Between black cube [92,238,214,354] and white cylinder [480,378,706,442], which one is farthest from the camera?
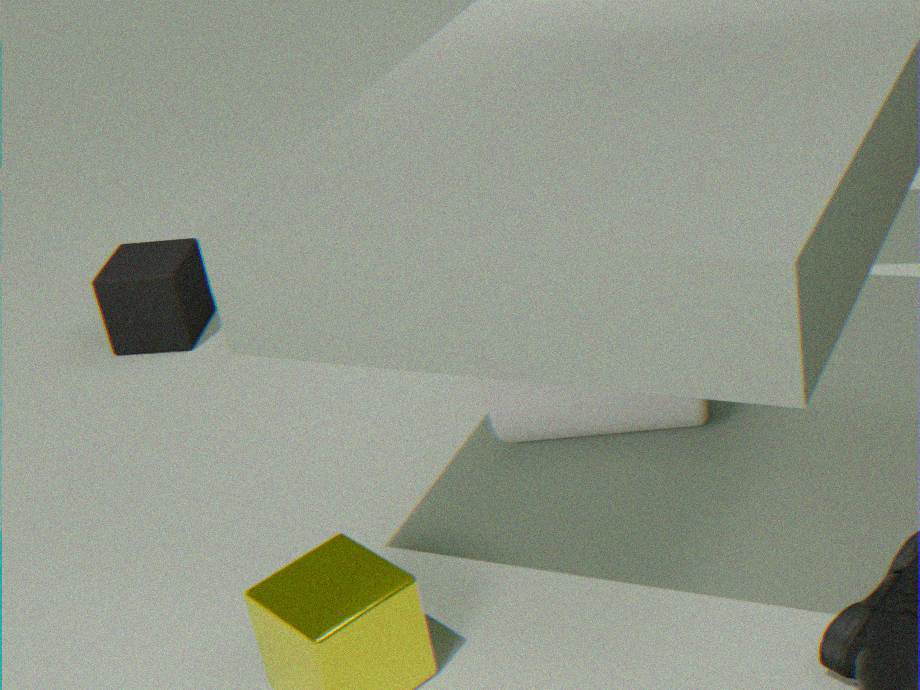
black cube [92,238,214,354]
